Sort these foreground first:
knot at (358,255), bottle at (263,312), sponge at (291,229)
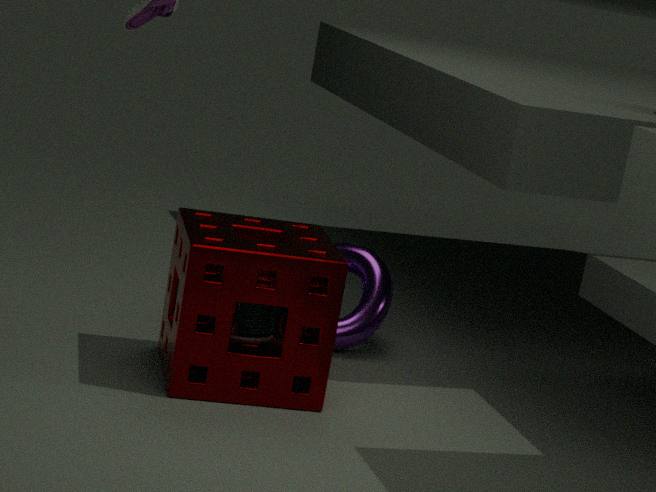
sponge at (291,229)
bottle at (263,312)
knot at (358,255)
